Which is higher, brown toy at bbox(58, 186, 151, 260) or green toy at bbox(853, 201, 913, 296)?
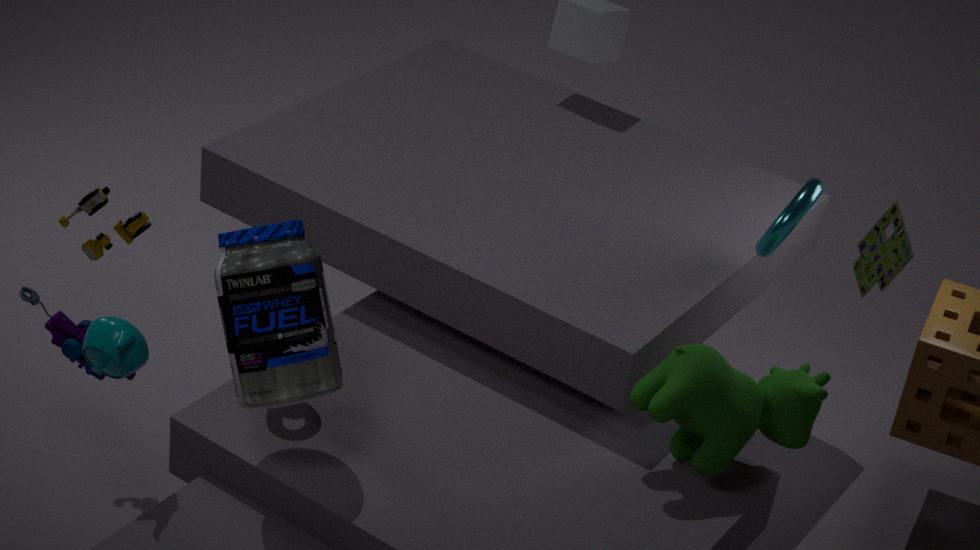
green toy at bbox(853, 201, 913, 296)
